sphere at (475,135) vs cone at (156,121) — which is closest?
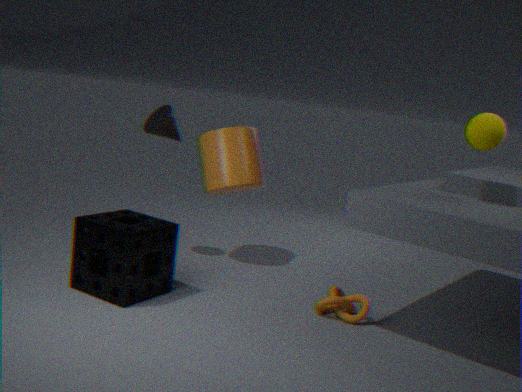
sphere at (475,135)
